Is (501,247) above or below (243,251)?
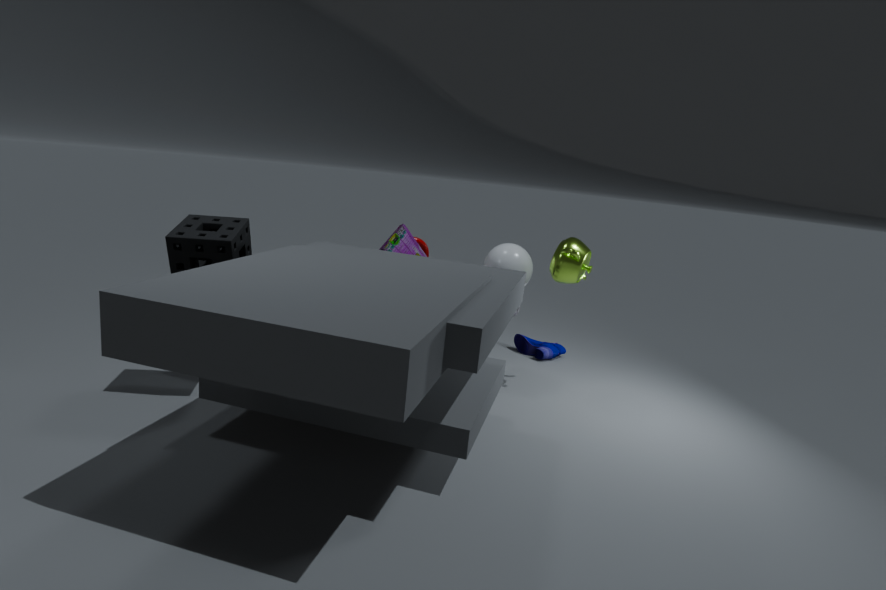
Answer: below
